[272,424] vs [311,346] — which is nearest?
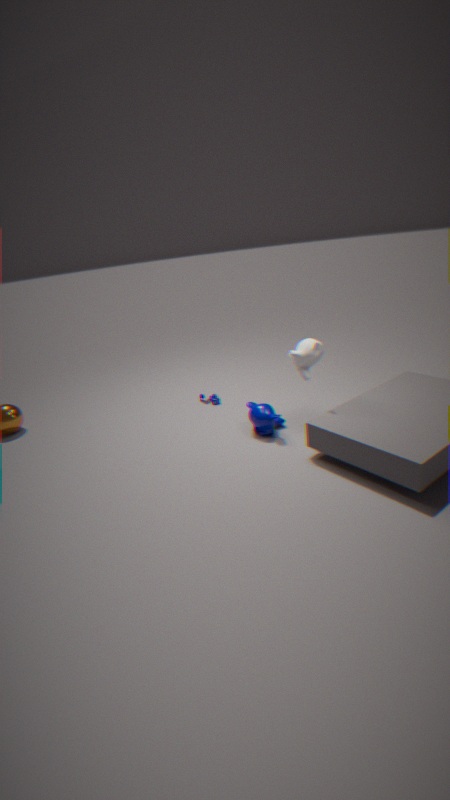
[311,346]
